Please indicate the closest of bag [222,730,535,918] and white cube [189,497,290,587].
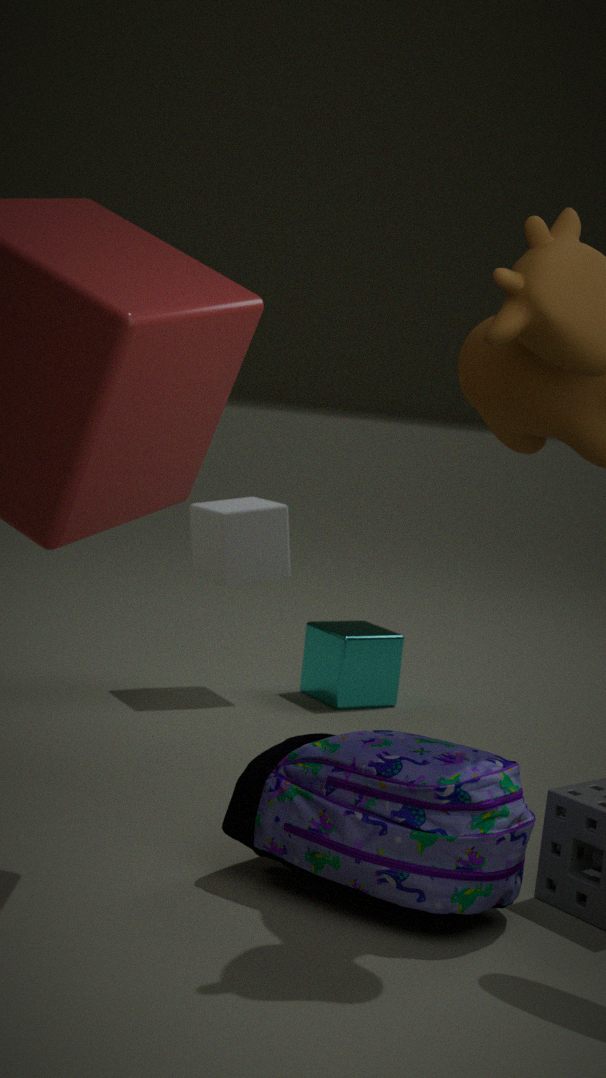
bag [222,730,535,918]
